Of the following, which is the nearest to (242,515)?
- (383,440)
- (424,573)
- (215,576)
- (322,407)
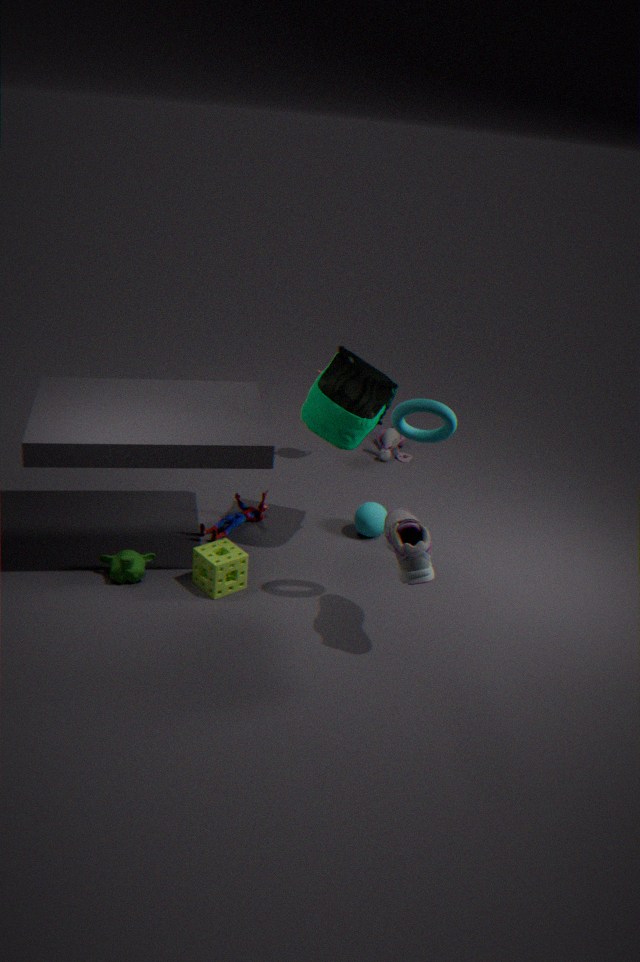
(215,576)
